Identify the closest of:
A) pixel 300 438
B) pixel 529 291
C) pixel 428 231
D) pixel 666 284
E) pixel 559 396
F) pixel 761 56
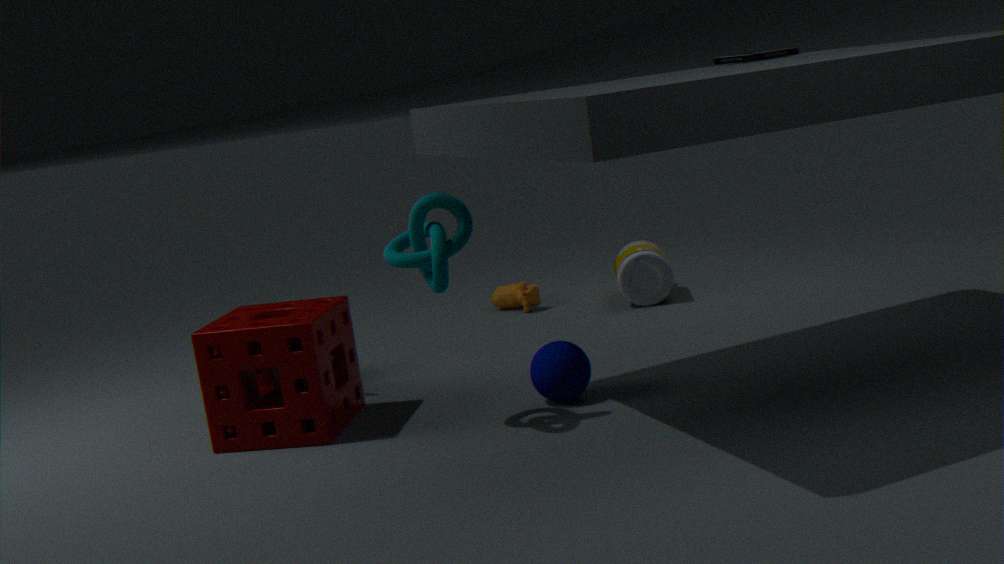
pixel 428 231
